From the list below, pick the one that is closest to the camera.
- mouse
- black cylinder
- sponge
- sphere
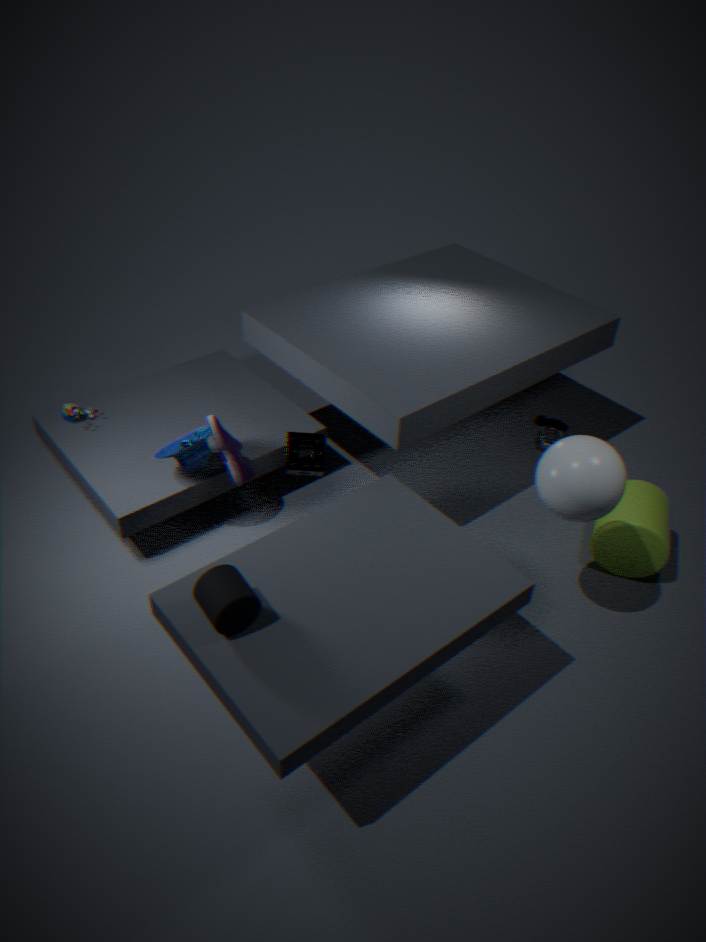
black cylinder
